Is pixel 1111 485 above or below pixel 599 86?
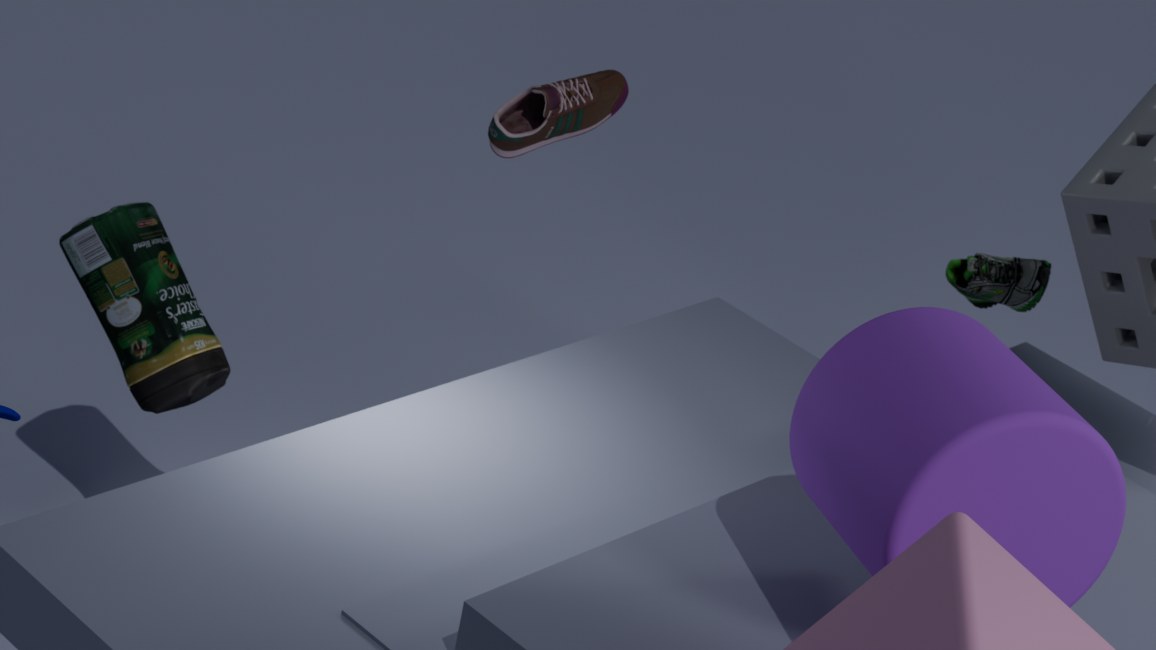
below
